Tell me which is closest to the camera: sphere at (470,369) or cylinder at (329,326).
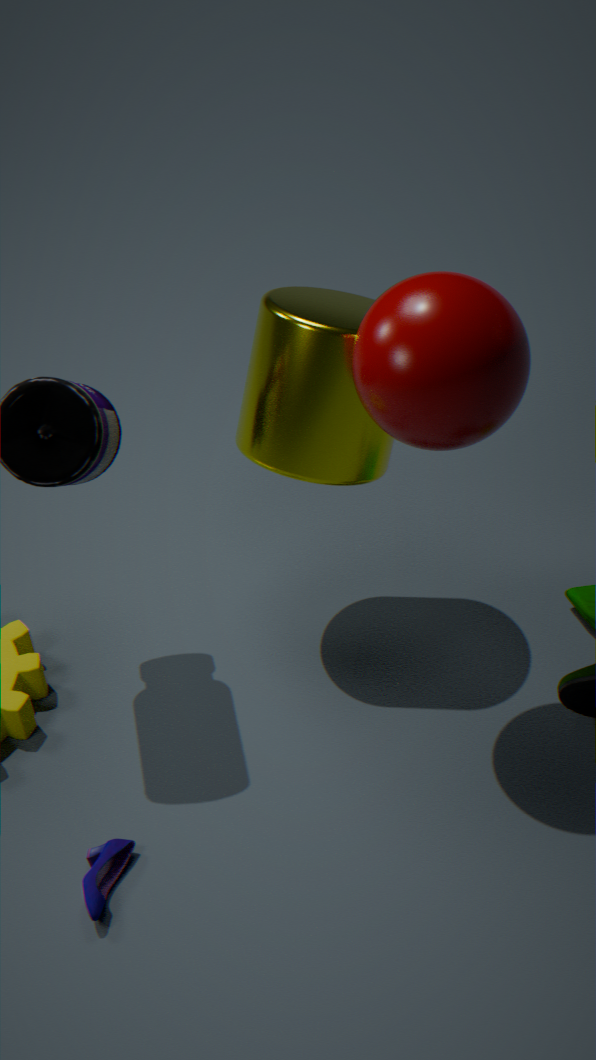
sphere at (470,369)
